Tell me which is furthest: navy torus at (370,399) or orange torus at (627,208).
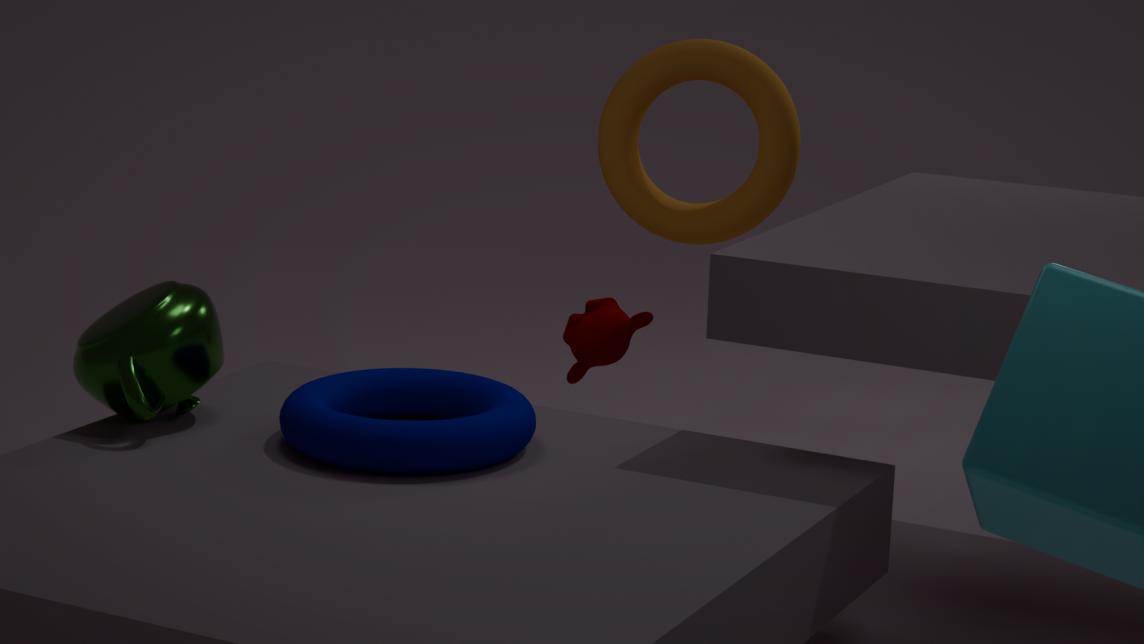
orange torus at (627,208)
